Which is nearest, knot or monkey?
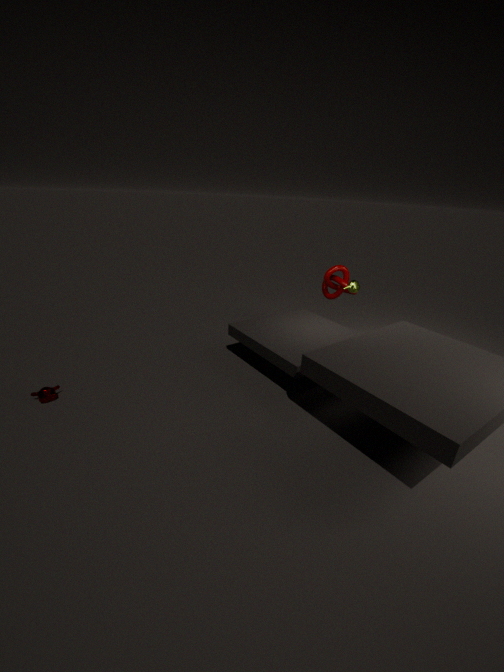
monkey
